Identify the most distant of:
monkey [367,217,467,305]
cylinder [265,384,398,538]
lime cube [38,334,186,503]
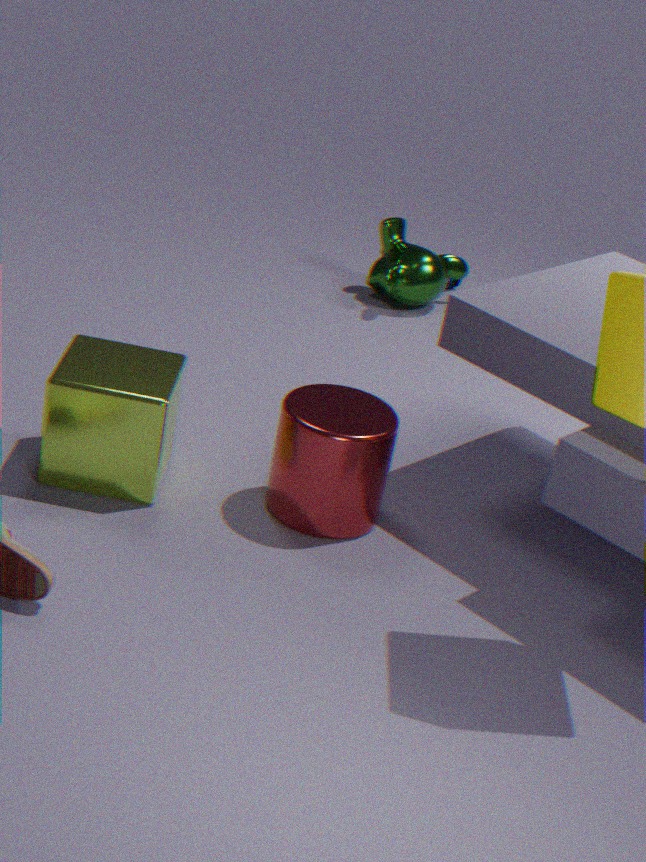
monkey [367,217,467,305]
